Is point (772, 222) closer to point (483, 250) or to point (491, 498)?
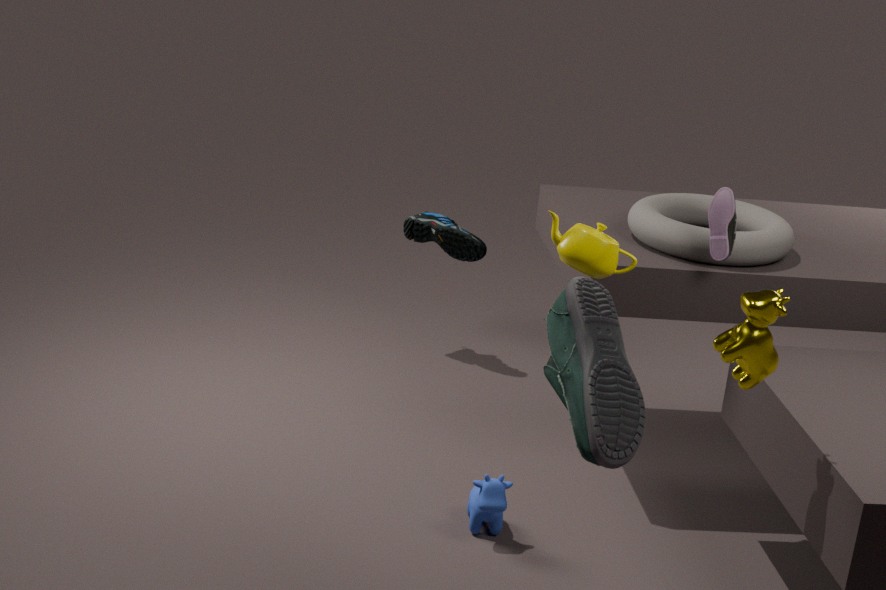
point (491, 498)
